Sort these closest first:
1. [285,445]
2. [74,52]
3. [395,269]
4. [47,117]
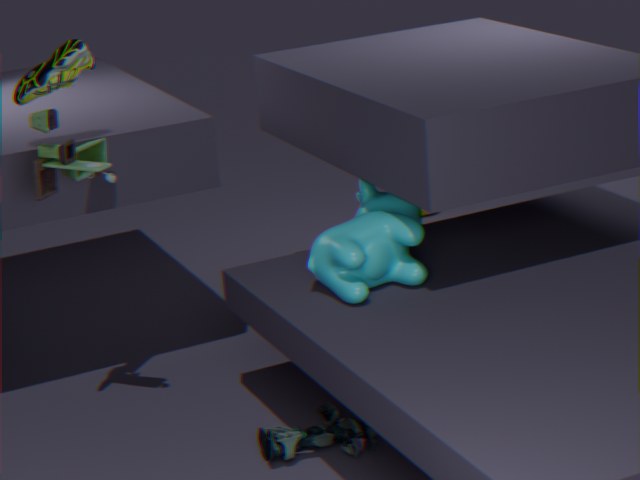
[47,117], [285,445], [395,269], [74,52]
